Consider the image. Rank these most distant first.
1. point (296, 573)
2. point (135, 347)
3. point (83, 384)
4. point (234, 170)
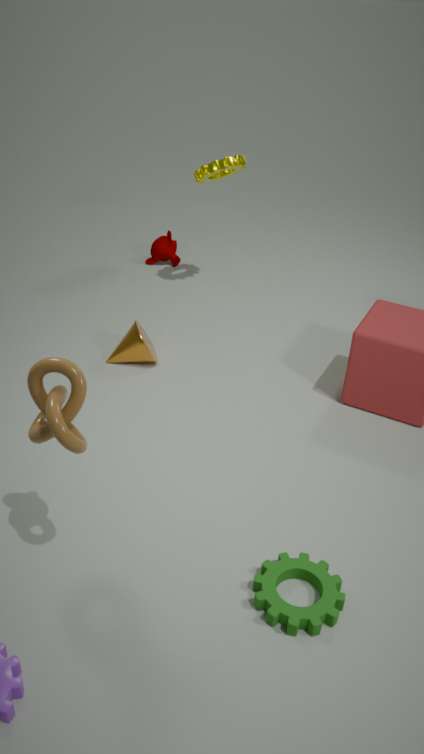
point (234, 170)
point (135, 347)
point (296, 573)
point (83, 384)
